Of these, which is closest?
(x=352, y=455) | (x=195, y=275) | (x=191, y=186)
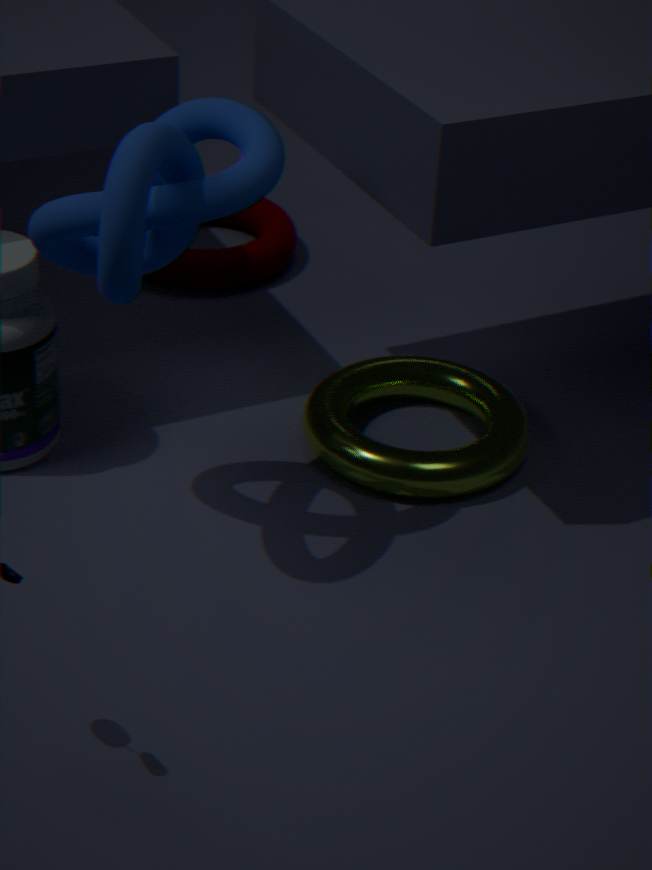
(x=191, y=186)
